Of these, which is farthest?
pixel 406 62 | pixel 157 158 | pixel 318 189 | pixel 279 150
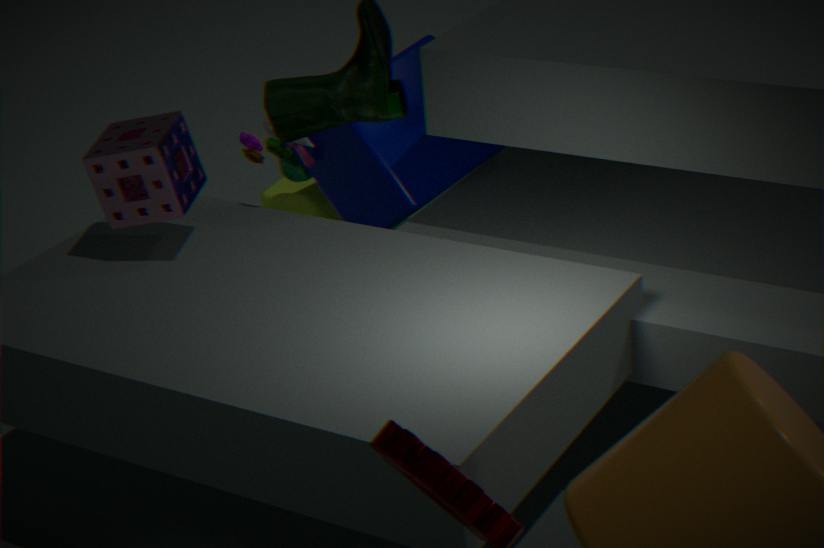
pixel 318 189
